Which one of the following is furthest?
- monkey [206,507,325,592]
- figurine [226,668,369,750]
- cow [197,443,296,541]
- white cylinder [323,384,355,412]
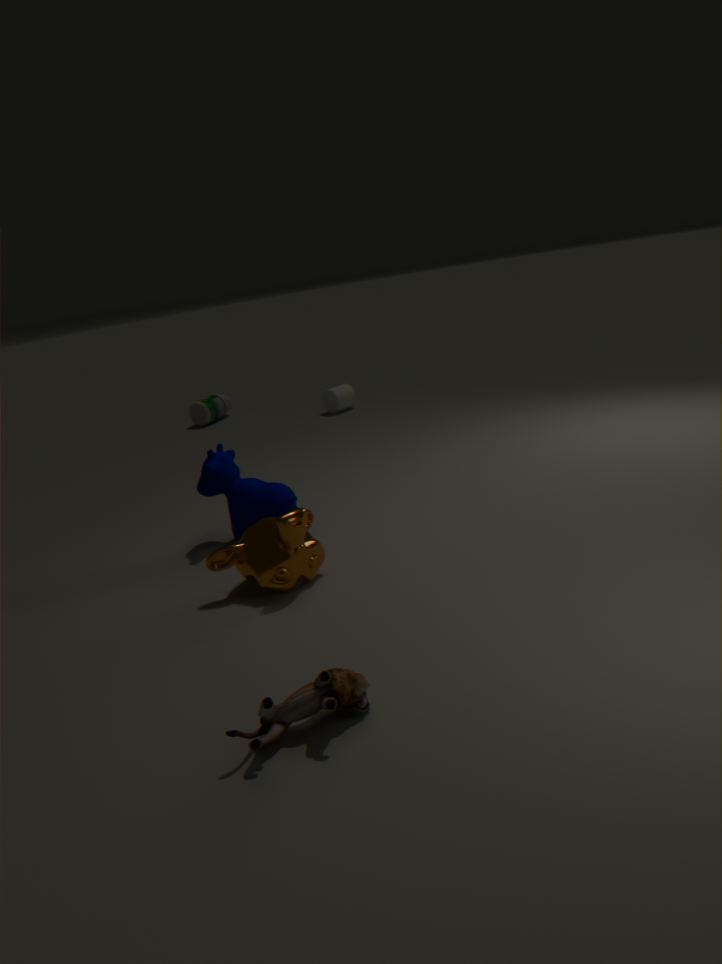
white cylinder [323,384,355,412]
